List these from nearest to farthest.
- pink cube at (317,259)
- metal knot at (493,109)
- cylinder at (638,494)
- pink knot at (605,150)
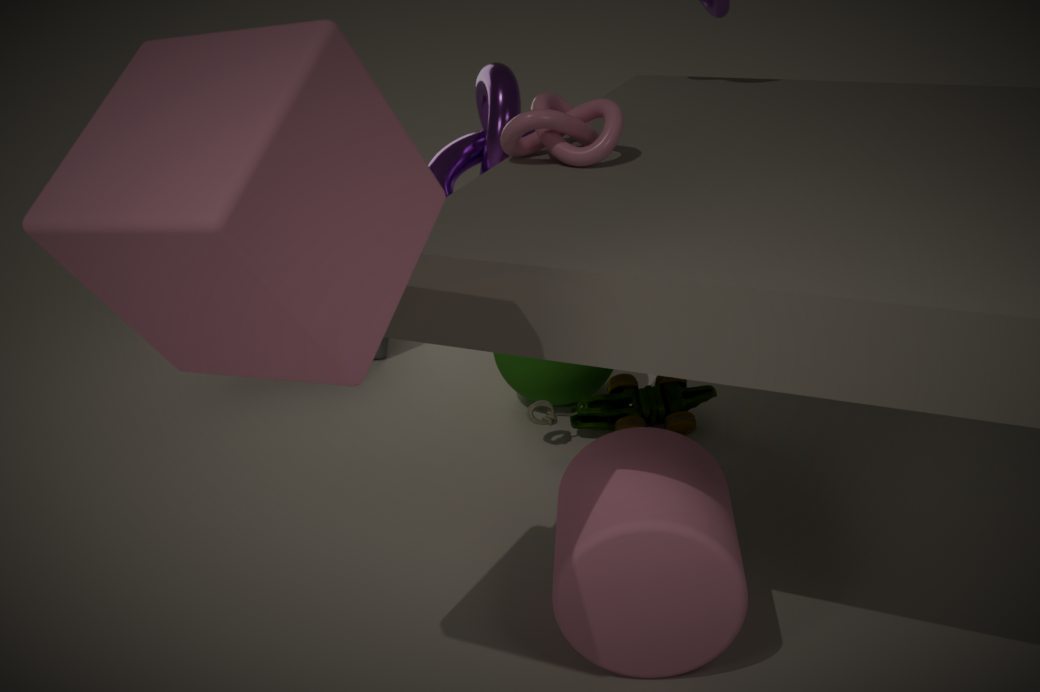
pink cube at (317,259) → cylinder at (638,494) → pink knot at (605,150) → metal knot at (493,109)
